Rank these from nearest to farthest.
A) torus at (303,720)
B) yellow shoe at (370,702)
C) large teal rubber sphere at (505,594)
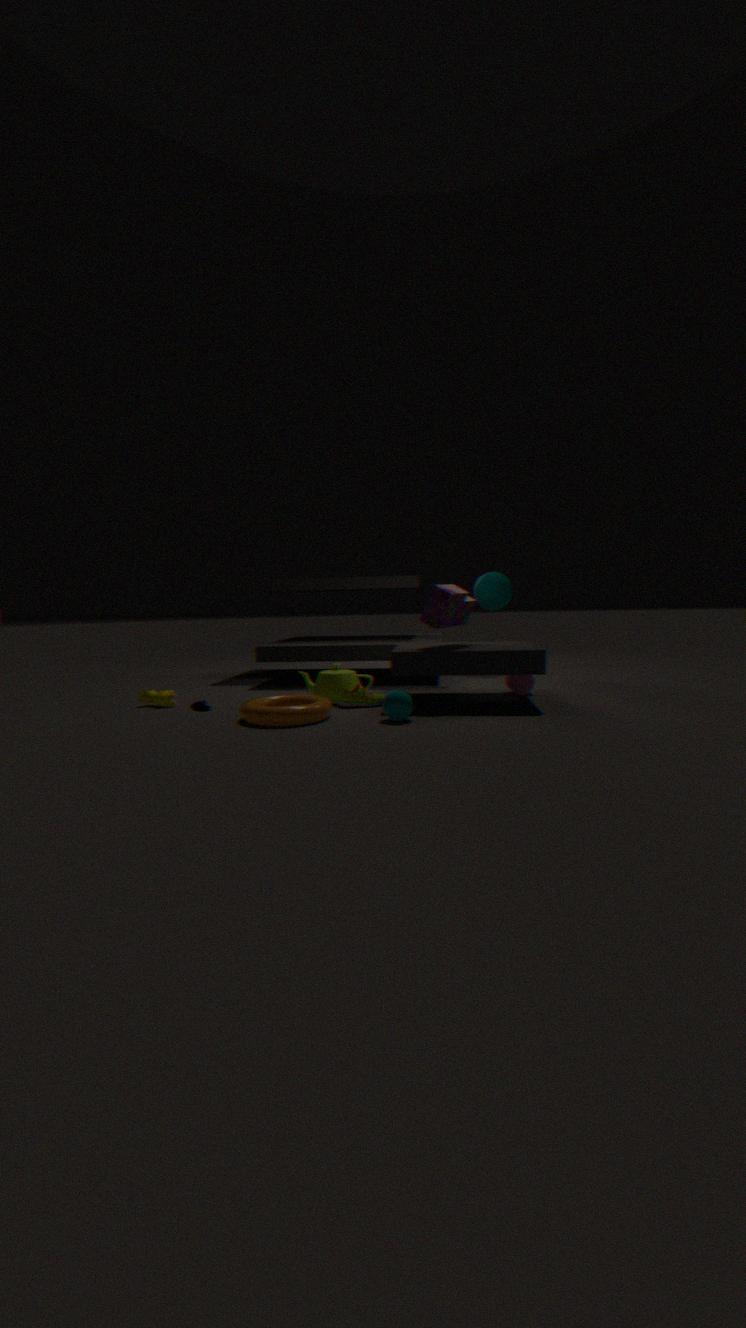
1. torus at (303,720)
2. yellow shoe at (370,702)
3. large teal rubber sphere at (505,594)
